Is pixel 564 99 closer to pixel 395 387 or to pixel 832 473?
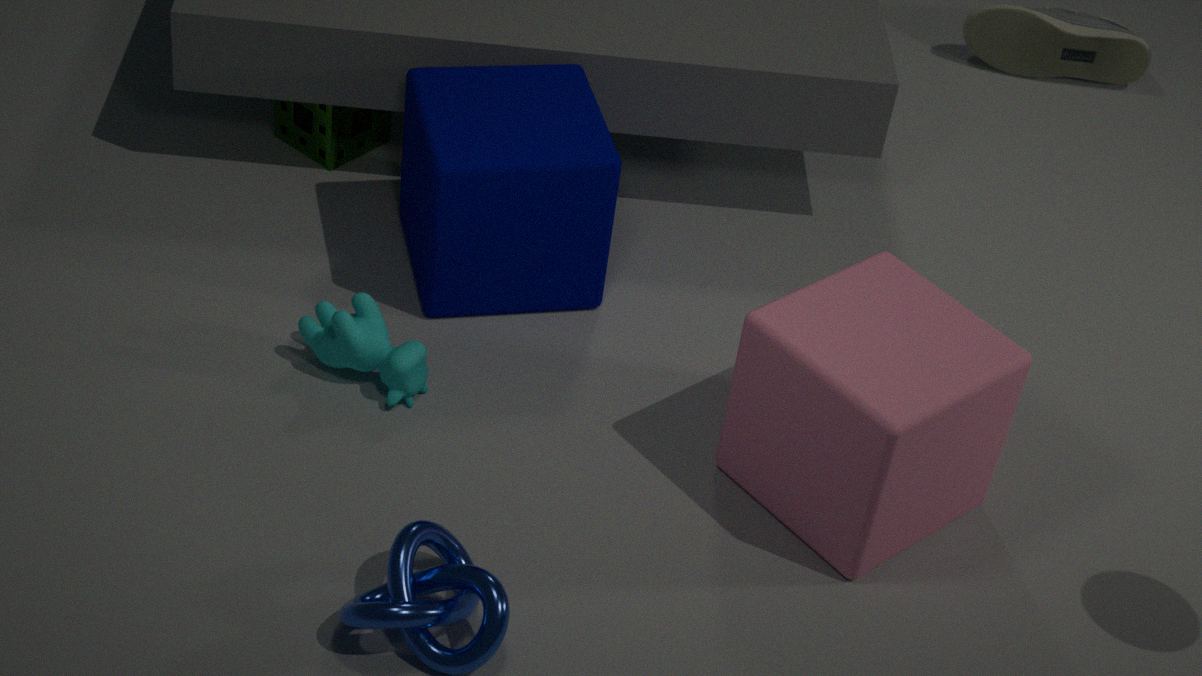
pixel 395 387
